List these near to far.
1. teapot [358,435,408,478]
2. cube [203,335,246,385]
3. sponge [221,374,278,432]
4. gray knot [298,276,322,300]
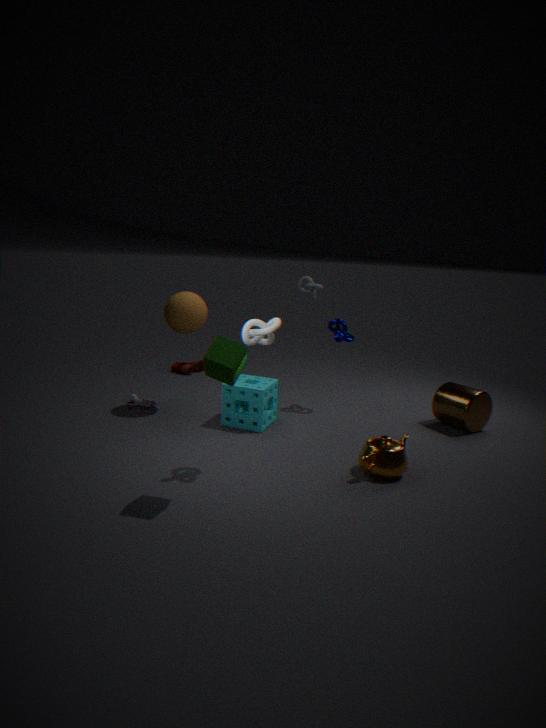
1. cube [203,335,246,385]
2. teapot [358,435,408,478]
3. sponge [221,374,278,432]
4. gray knot [298,276,322,300]
